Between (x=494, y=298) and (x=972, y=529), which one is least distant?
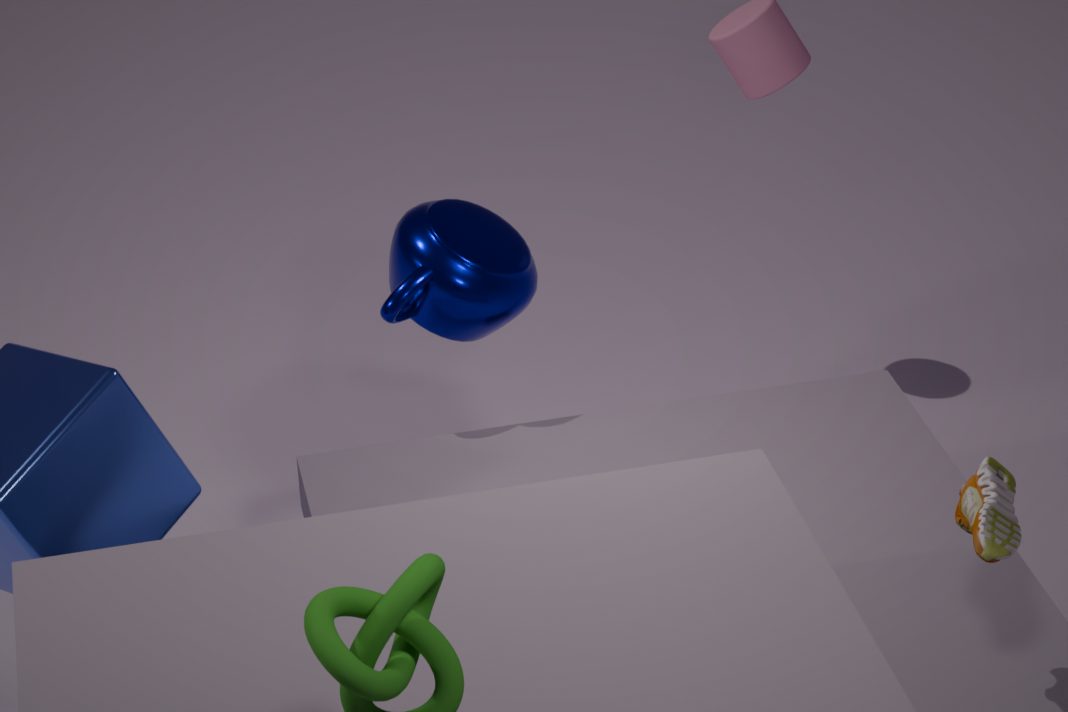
(x=972, y=529)
